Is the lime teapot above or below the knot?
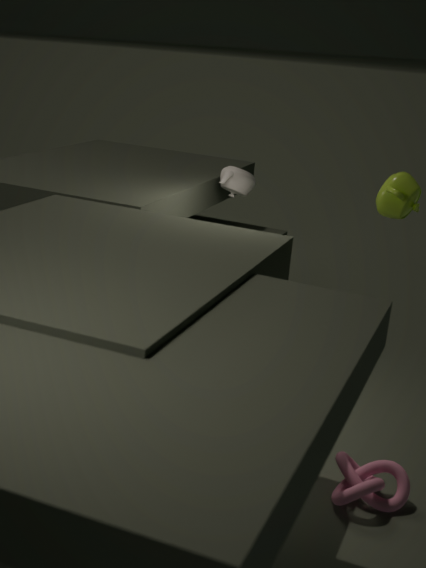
above
